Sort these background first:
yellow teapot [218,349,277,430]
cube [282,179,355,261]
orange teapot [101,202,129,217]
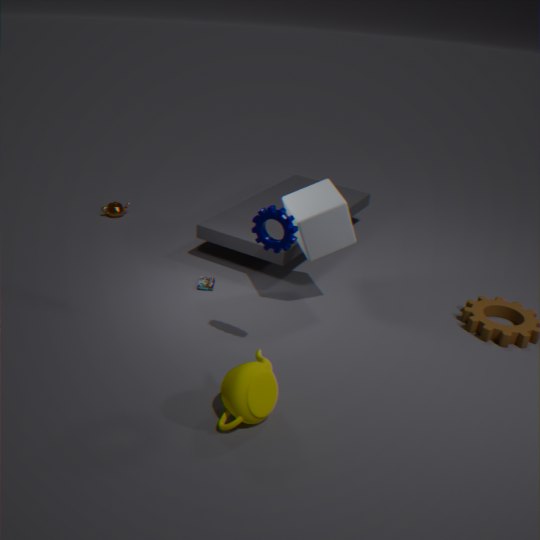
orange teapot [101,202,129,217] < cube [282,179,355,261] < yellow teapot [218,349,277,430]
